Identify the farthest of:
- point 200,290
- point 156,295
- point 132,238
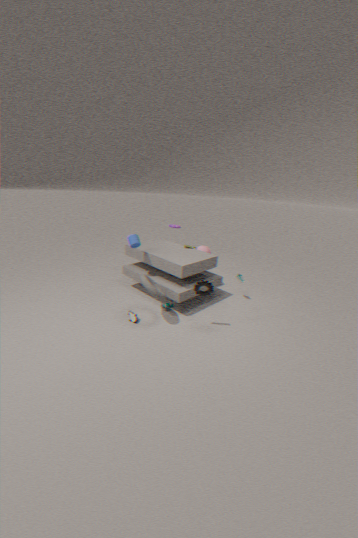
point 132,238
